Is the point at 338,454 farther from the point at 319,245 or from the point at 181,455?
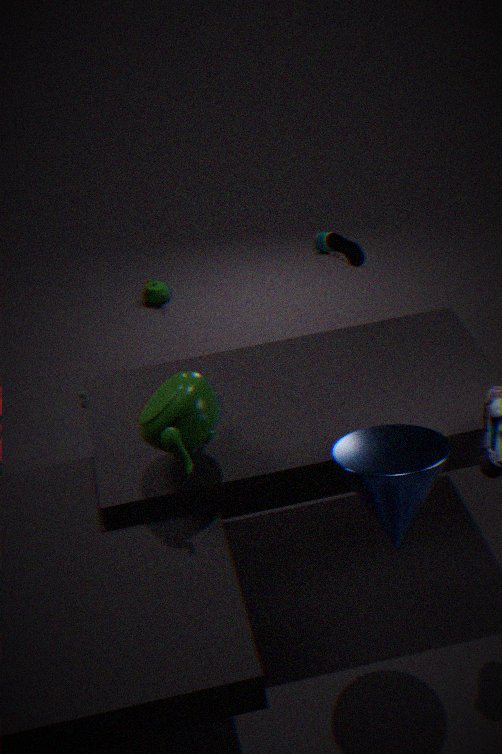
the point at 319,245
